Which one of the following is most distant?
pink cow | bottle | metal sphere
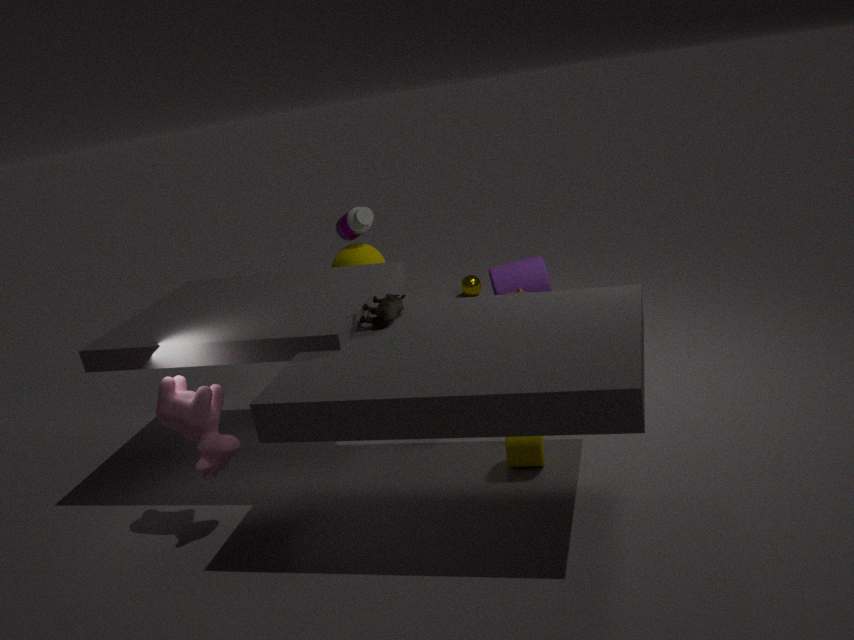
metal sphere
